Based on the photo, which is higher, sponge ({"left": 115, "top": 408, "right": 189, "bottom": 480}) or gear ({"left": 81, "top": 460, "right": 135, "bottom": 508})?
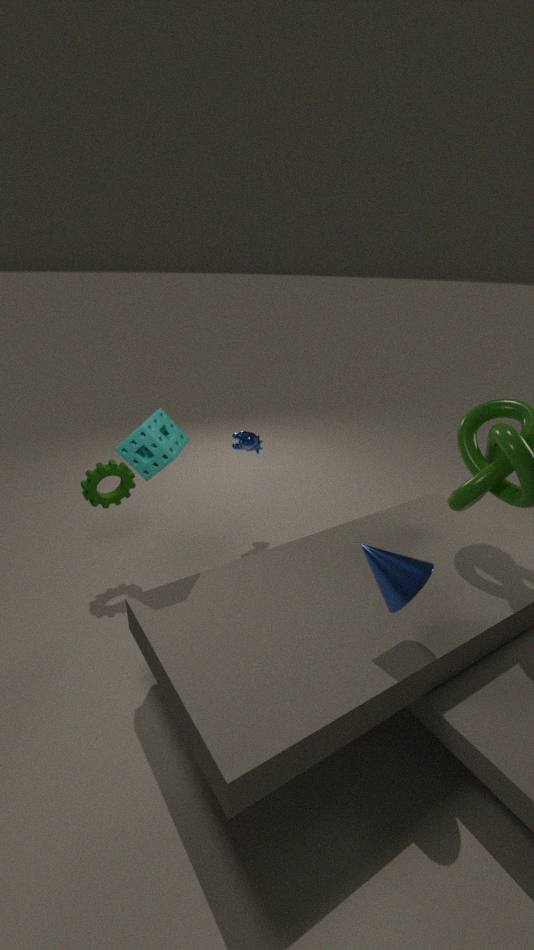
sponge ({"left": 115, "top": 408, "right": 189, "bottom": 480})
